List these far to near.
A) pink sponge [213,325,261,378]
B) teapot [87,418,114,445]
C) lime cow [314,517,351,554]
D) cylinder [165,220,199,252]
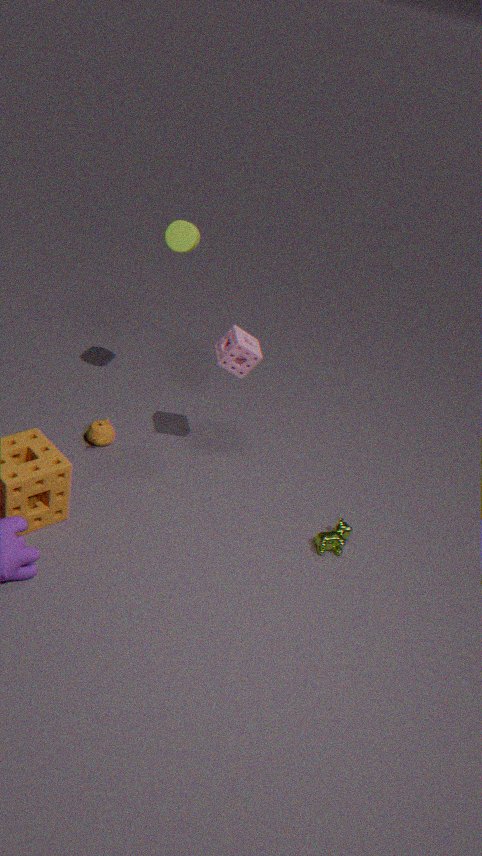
B. teapot [87,418,114,445]
D. cylinder [165,220,199,252]
A. pink sponge [213,325,261,378]
C. lime cow [314,517,351,554]
